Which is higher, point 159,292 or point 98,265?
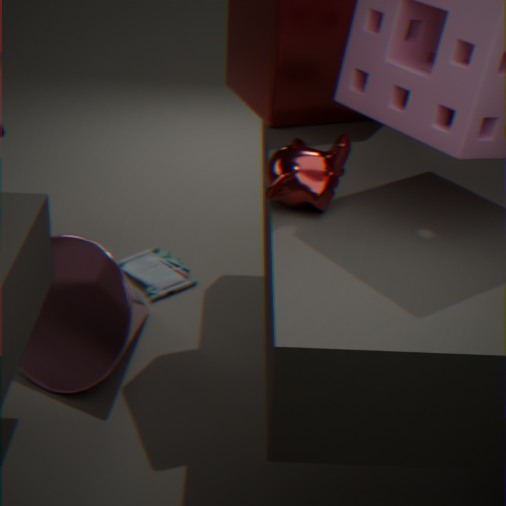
point 98,265
